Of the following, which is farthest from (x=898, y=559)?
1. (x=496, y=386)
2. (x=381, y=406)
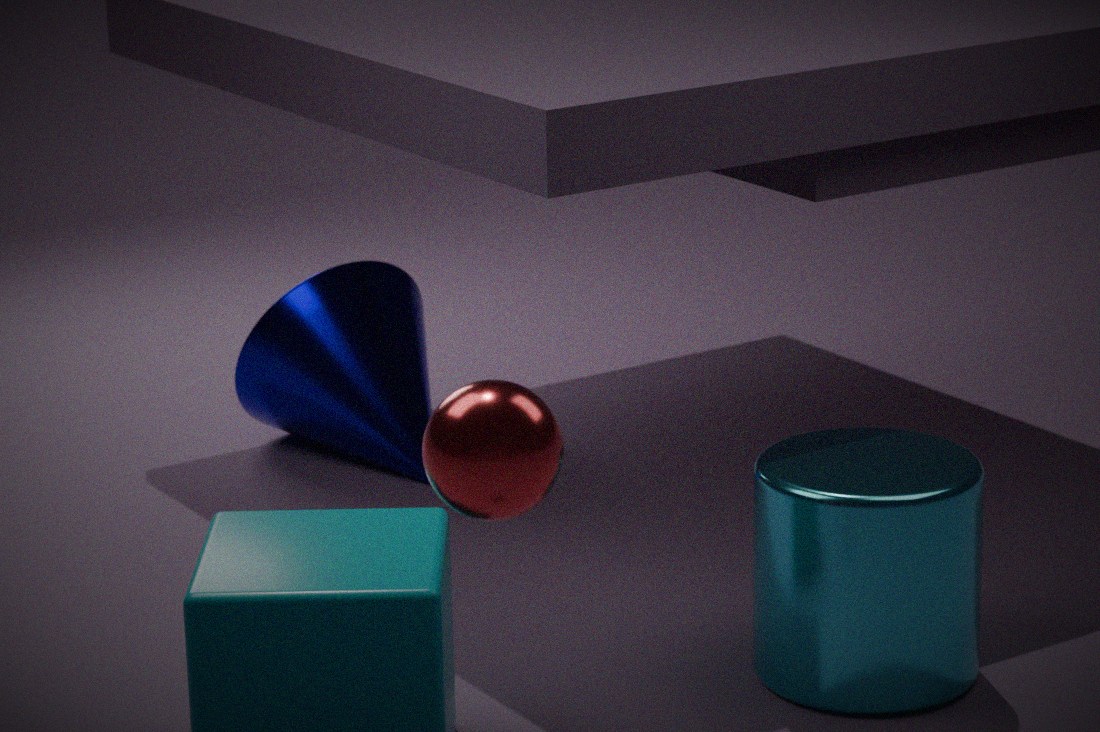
(x=381, y=406)
